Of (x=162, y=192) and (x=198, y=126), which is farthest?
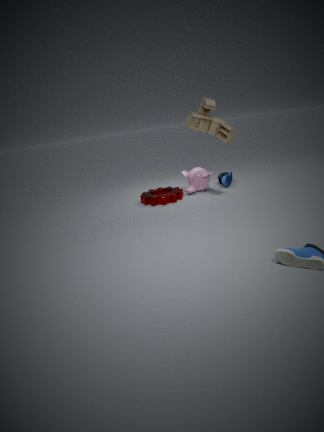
(x=162, y=192)
